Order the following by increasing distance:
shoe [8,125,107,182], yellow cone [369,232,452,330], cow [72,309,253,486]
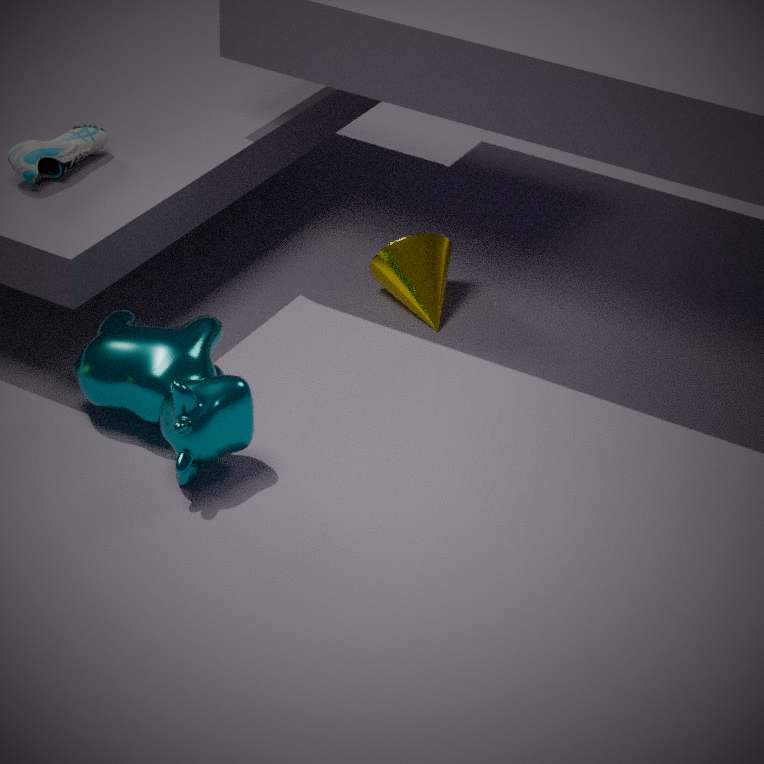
cow [72,309,253,486] < shoe [8,125,107,182] < yellow cone [369,232,452,330]
